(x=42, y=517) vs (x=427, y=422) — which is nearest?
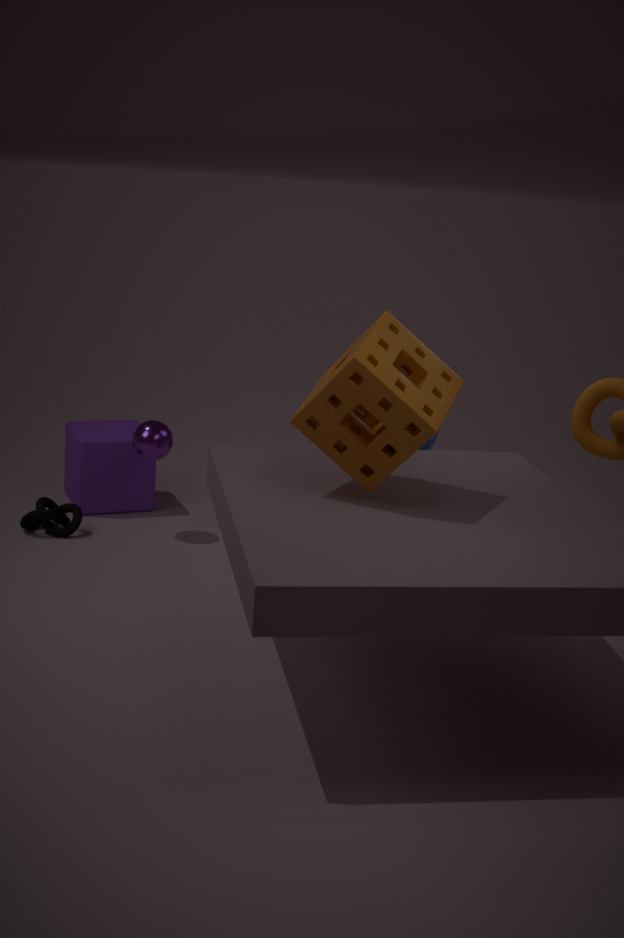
(x=427, y=422)
